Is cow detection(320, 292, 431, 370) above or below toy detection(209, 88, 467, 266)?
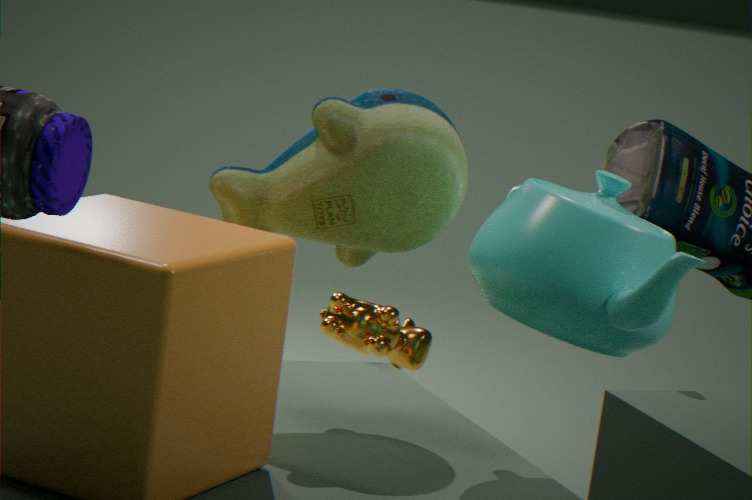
below
